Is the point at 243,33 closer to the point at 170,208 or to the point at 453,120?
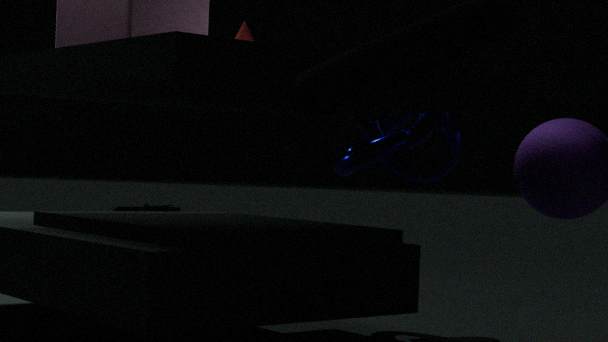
the point at 453,120
